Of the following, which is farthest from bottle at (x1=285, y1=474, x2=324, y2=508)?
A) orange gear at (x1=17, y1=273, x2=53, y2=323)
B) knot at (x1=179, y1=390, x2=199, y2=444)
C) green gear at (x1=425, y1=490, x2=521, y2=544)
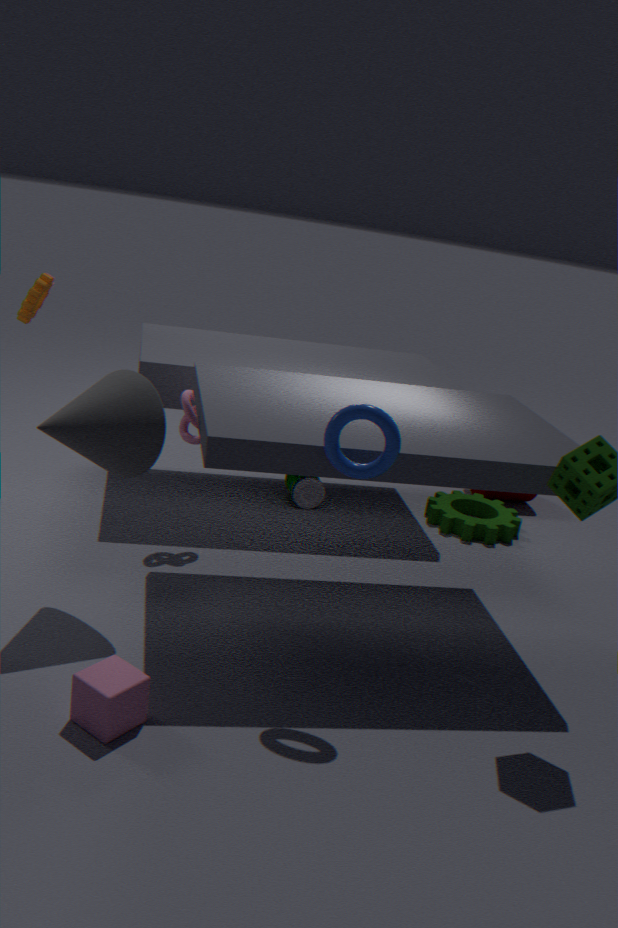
orange gear at (x1=17, y1=273, x2=53, y2=323)
